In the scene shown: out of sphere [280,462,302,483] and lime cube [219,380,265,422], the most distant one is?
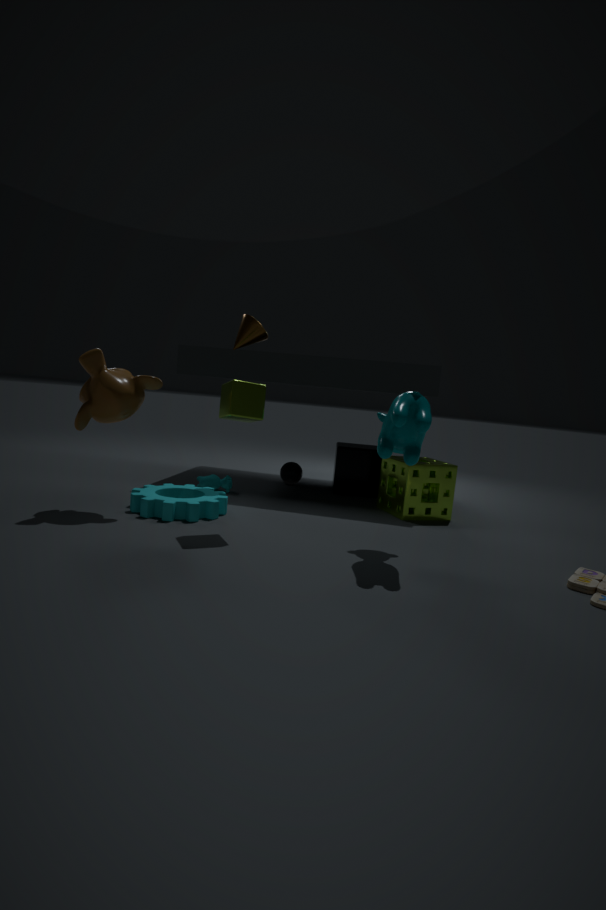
sphere [280,462,302,483]
